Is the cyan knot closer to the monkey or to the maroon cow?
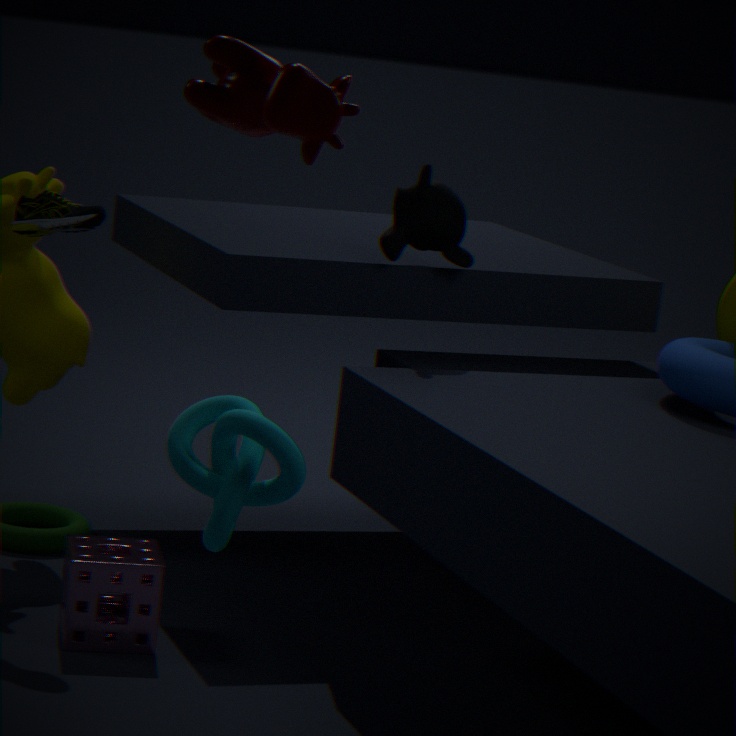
the maroon cow
